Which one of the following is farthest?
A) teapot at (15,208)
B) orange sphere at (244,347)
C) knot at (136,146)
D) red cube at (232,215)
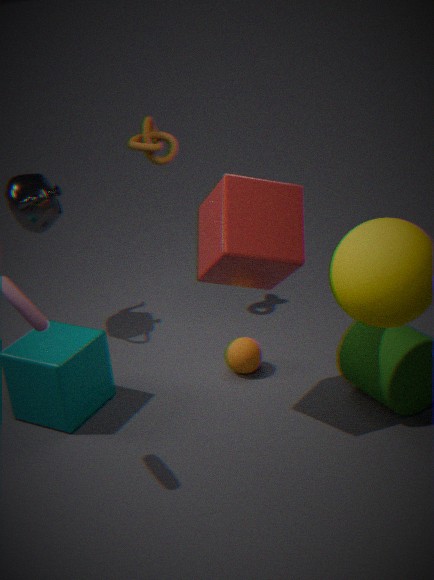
knot at (136,146)
